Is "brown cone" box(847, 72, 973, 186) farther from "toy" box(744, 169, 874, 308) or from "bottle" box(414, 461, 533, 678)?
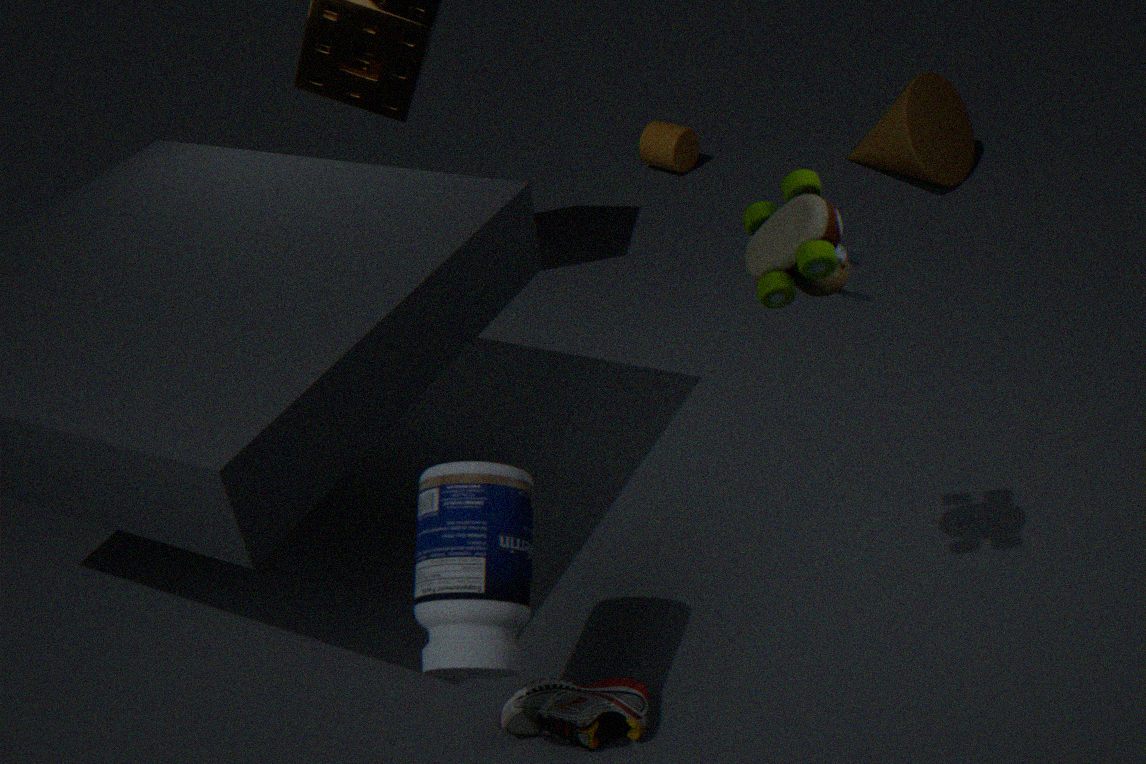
"bottle" box(414, 461, 533, 678)
